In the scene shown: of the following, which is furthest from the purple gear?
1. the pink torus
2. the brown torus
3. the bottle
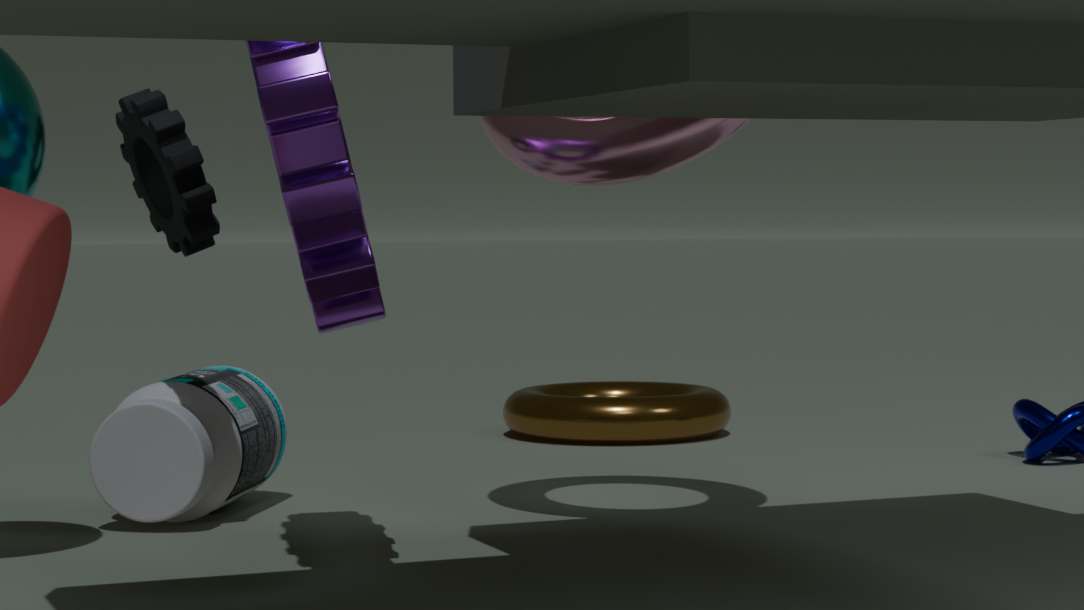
the brown torus
